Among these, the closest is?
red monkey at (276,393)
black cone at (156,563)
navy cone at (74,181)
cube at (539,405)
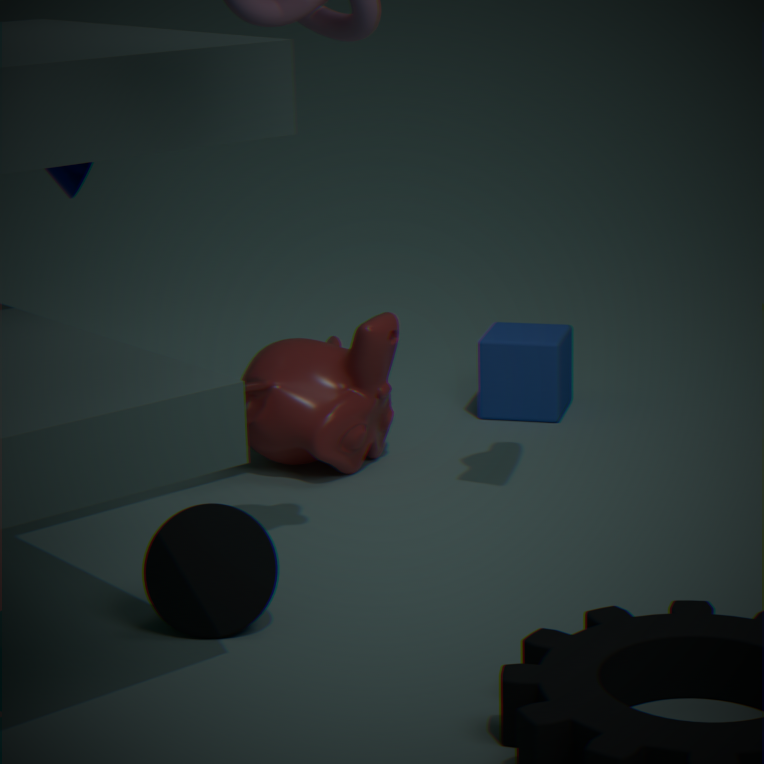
black cone at (156,563)
